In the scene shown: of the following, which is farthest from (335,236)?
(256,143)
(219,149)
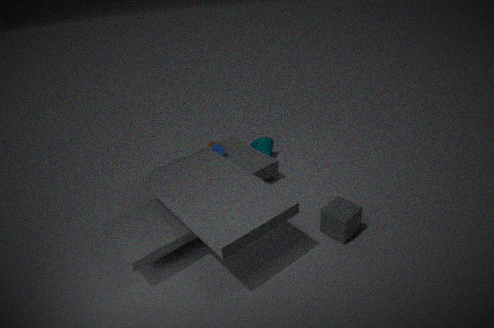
(219,149)
